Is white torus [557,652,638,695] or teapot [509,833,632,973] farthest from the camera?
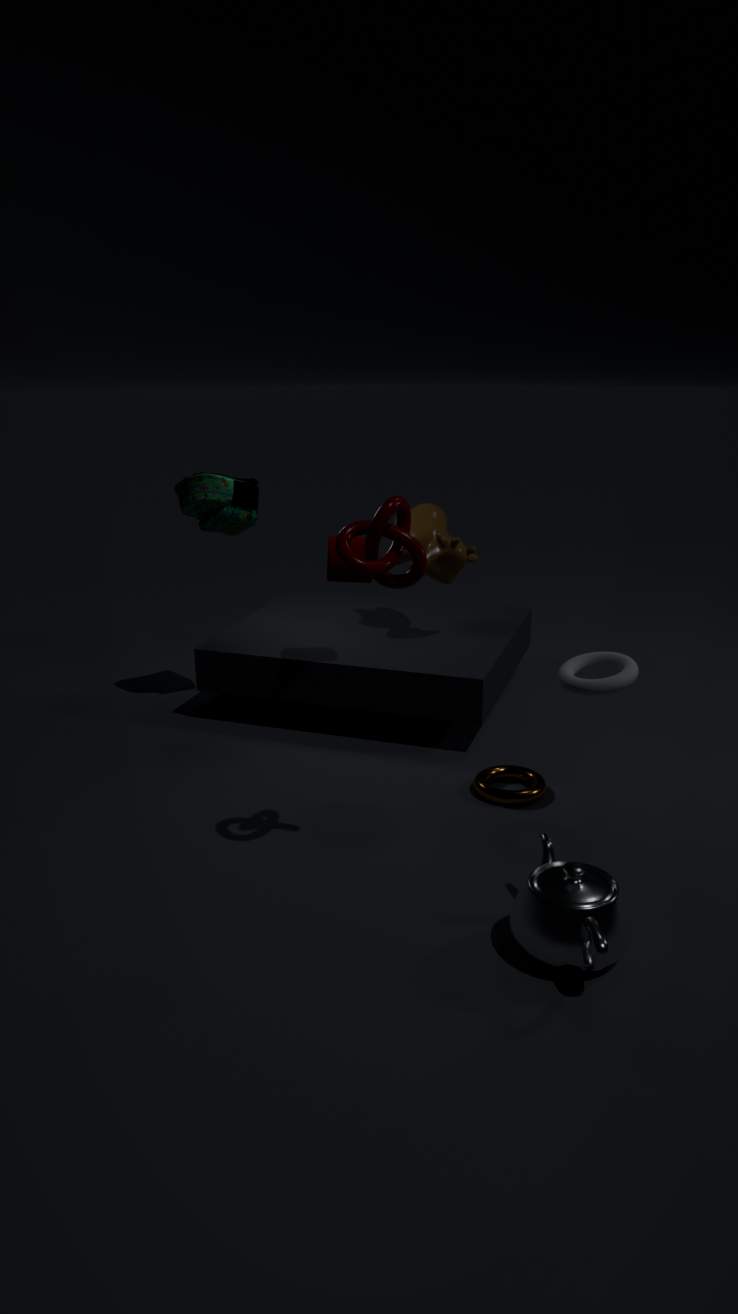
white torus [557,652,638,695]
